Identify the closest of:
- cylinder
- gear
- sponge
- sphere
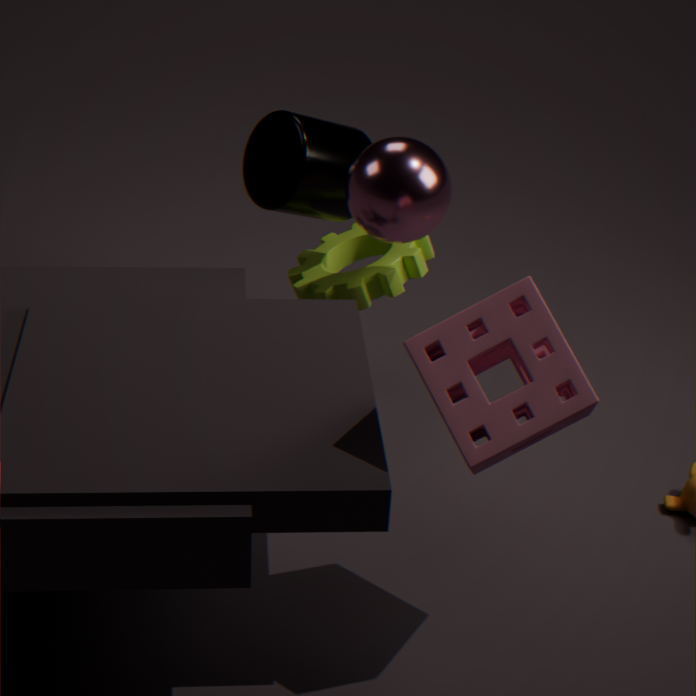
sponge
